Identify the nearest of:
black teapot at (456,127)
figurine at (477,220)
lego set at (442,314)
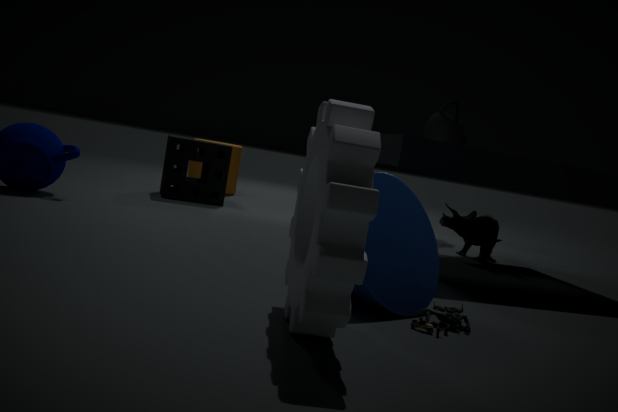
lego set at (442,314)
